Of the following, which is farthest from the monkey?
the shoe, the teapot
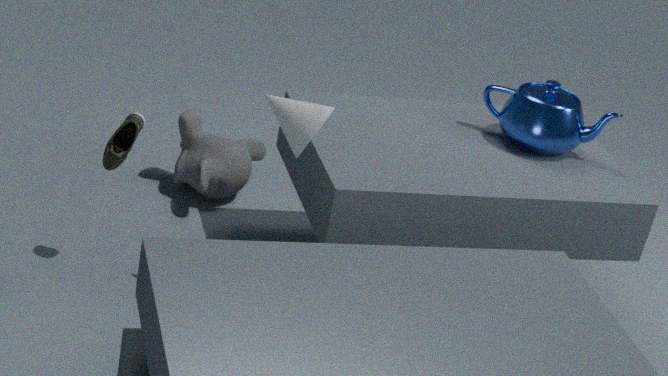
the teapot
